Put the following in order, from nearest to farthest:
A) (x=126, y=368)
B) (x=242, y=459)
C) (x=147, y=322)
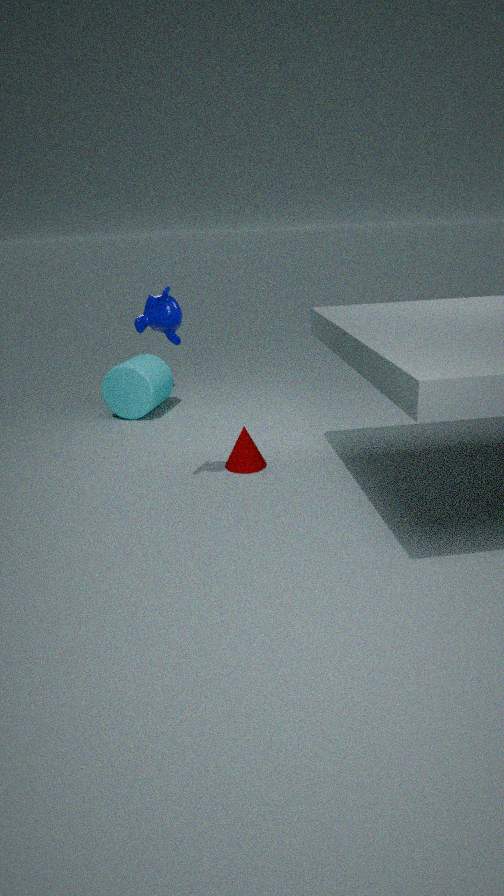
(x=147, y=322) < (x=242, y=459) < (x=126, y=368)
